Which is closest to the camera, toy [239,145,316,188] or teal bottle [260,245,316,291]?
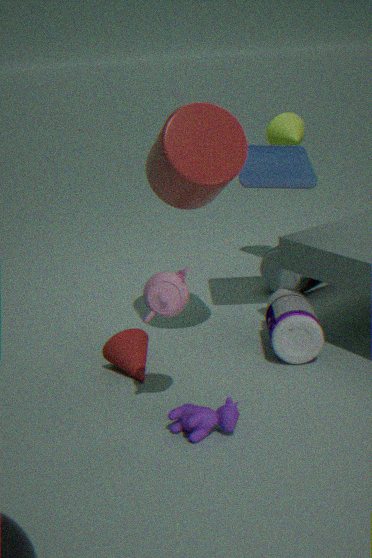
toy [239,145,316,188]
